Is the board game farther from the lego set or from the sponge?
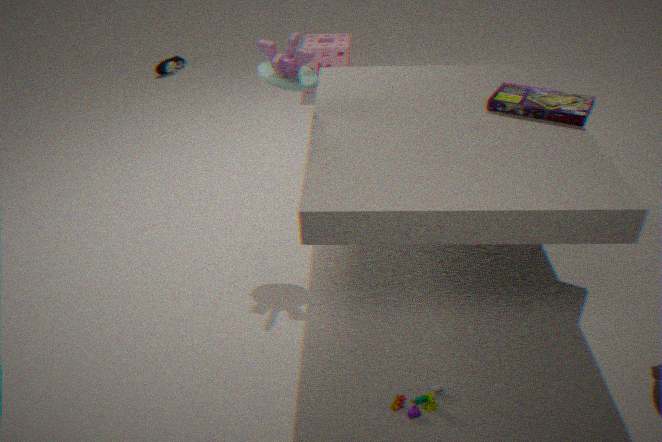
the sponge
